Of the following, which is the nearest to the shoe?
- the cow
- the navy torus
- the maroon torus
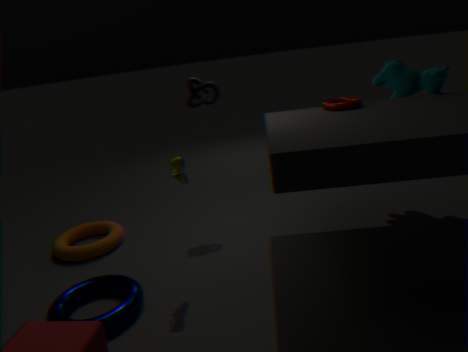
the navy torus
